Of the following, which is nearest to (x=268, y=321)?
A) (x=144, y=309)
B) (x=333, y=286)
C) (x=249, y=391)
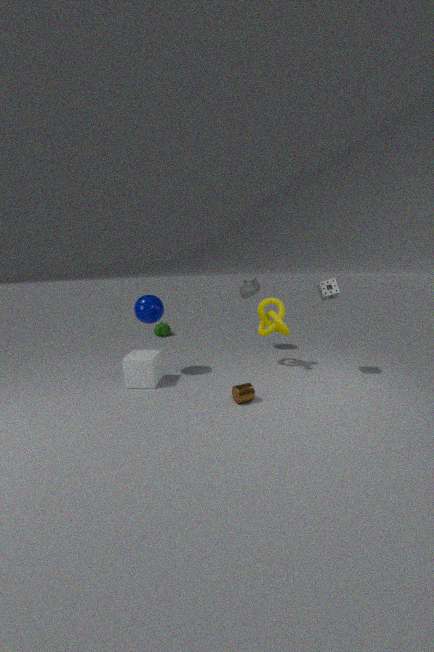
(x=333, y=286)
